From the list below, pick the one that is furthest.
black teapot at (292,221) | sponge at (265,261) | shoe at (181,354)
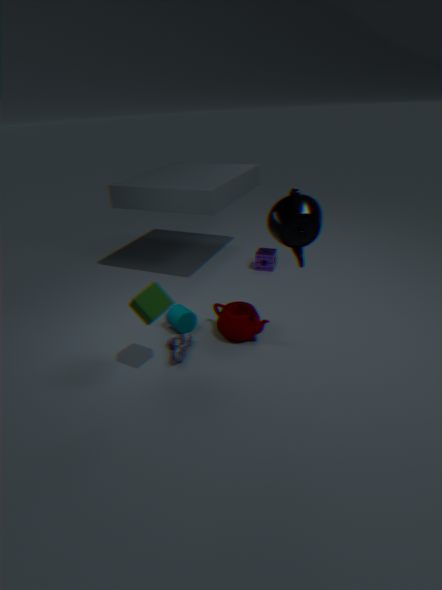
sponge at (265,261)
